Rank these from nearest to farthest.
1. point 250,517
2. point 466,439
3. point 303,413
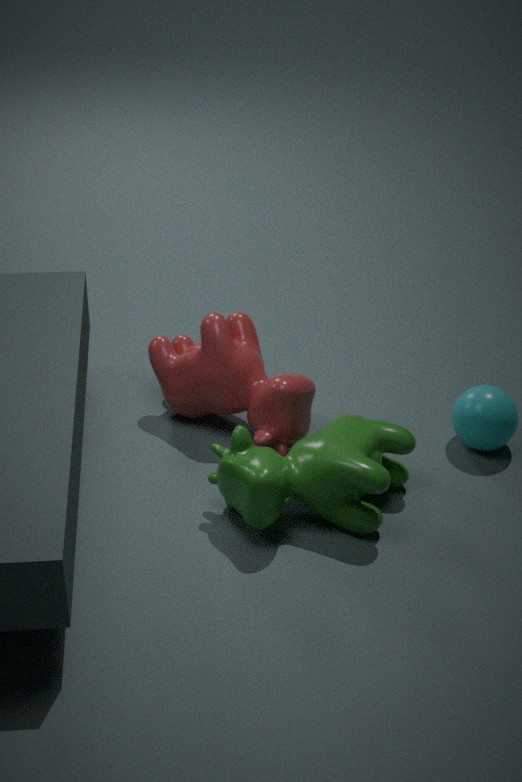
point 250,517
point 303,413
point 466,439
